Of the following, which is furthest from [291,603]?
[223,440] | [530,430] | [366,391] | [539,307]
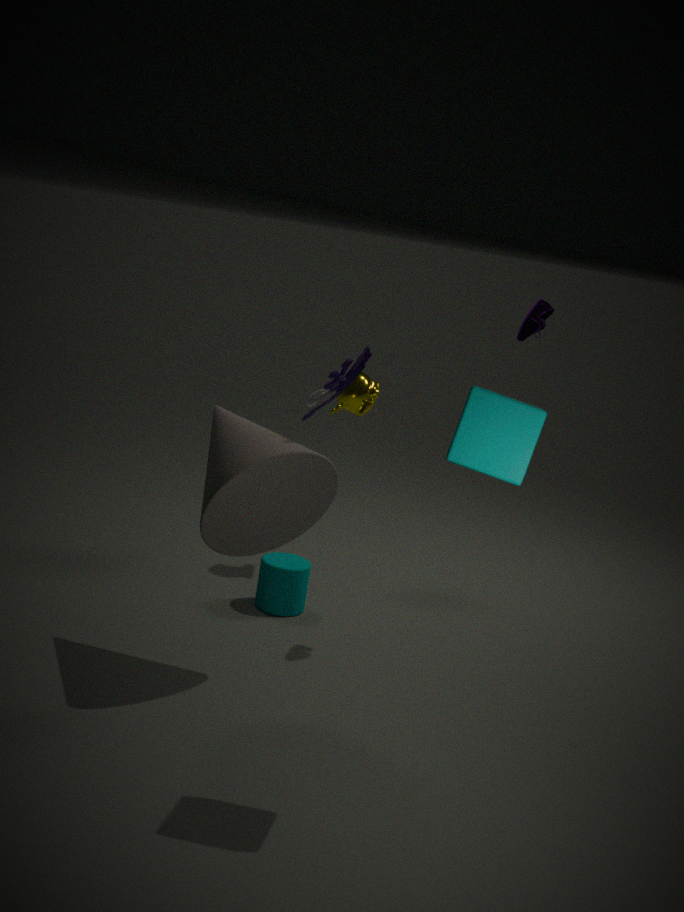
[530,430]
